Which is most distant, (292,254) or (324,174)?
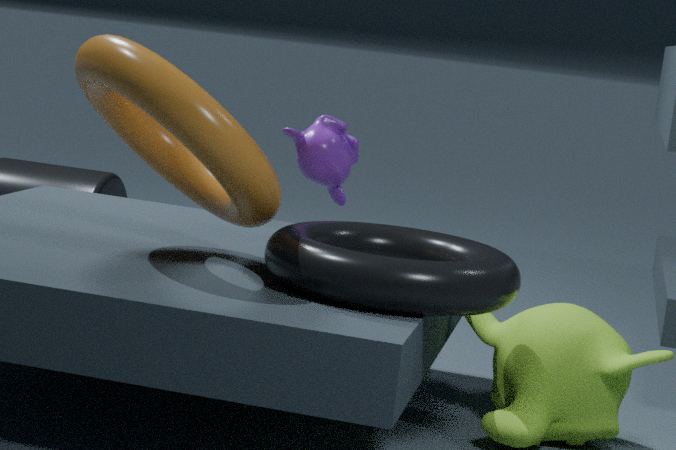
(324,174)
